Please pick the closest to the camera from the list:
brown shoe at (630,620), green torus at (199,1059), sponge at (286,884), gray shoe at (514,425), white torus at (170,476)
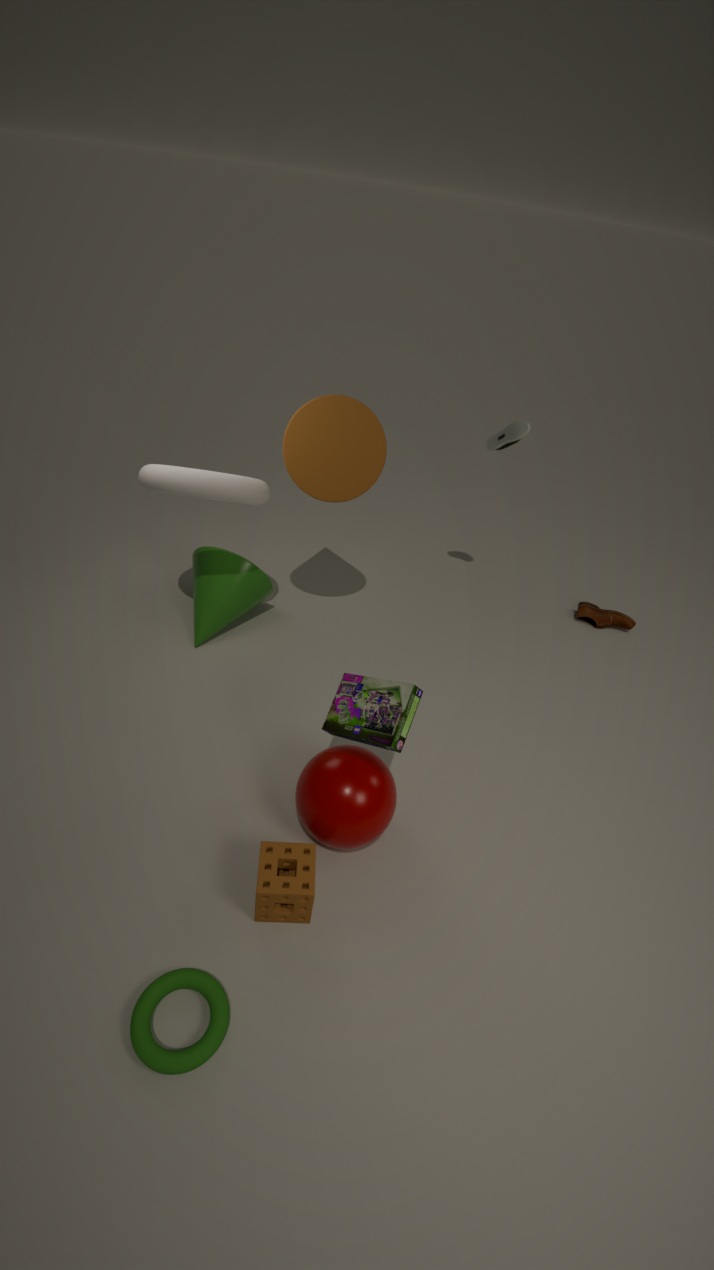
green torus at (199,1059)
